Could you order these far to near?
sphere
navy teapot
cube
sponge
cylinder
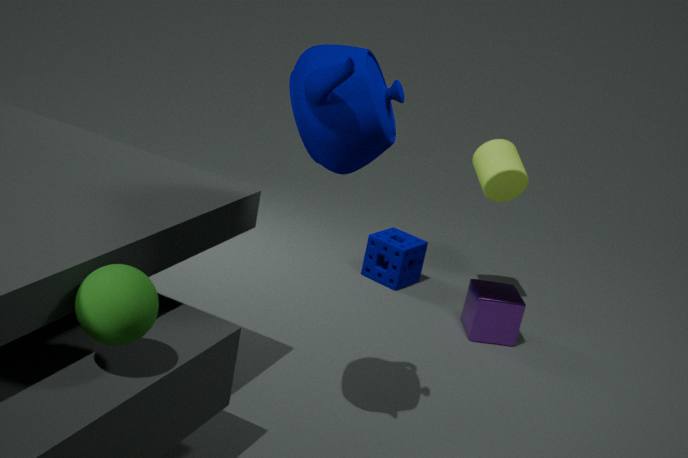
1. sponge
2. cylinder
3. cube
4. navy teapot
5. sphere
